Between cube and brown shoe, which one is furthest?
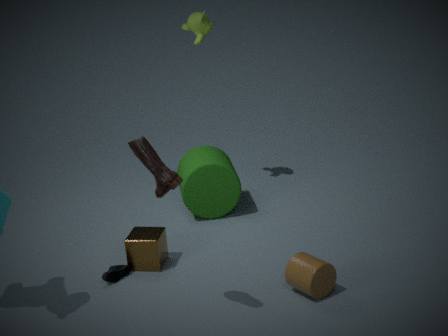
cube
